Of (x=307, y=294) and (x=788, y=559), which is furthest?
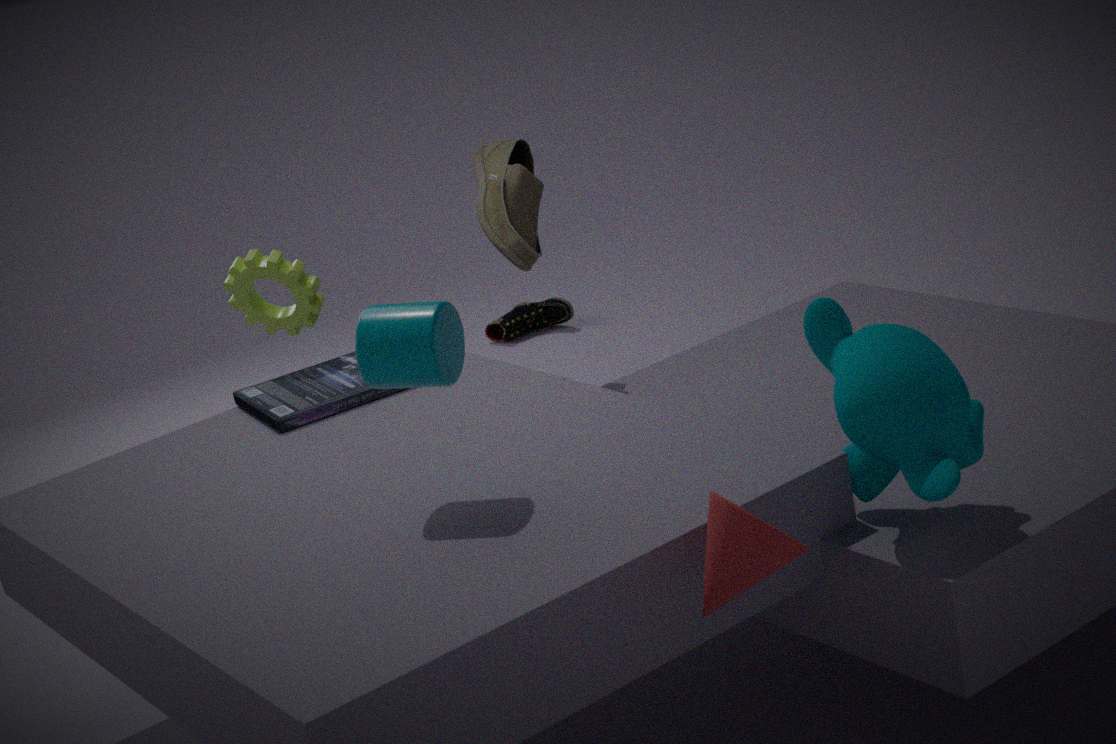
(x=307, y=294)
